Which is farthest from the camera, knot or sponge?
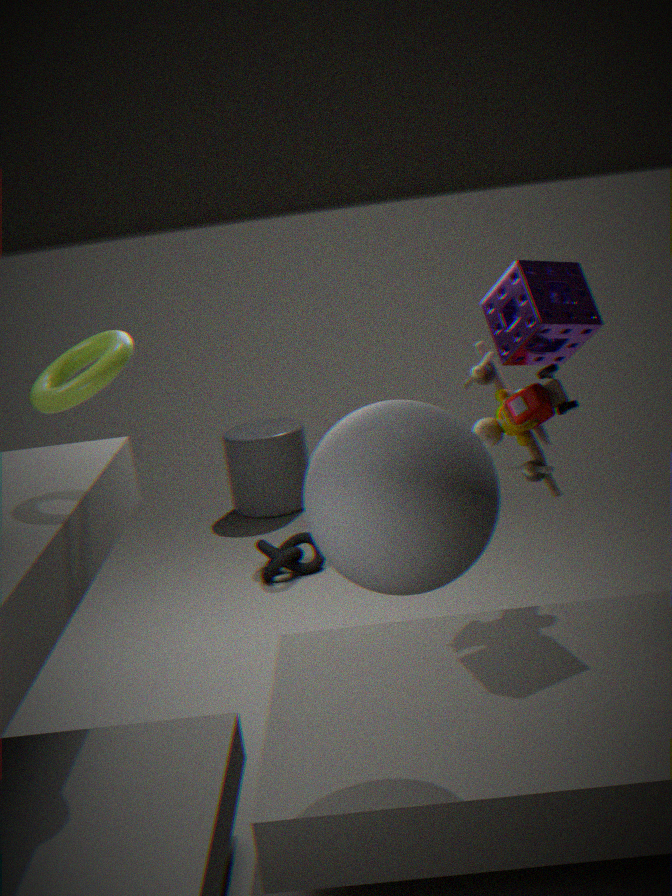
knot
